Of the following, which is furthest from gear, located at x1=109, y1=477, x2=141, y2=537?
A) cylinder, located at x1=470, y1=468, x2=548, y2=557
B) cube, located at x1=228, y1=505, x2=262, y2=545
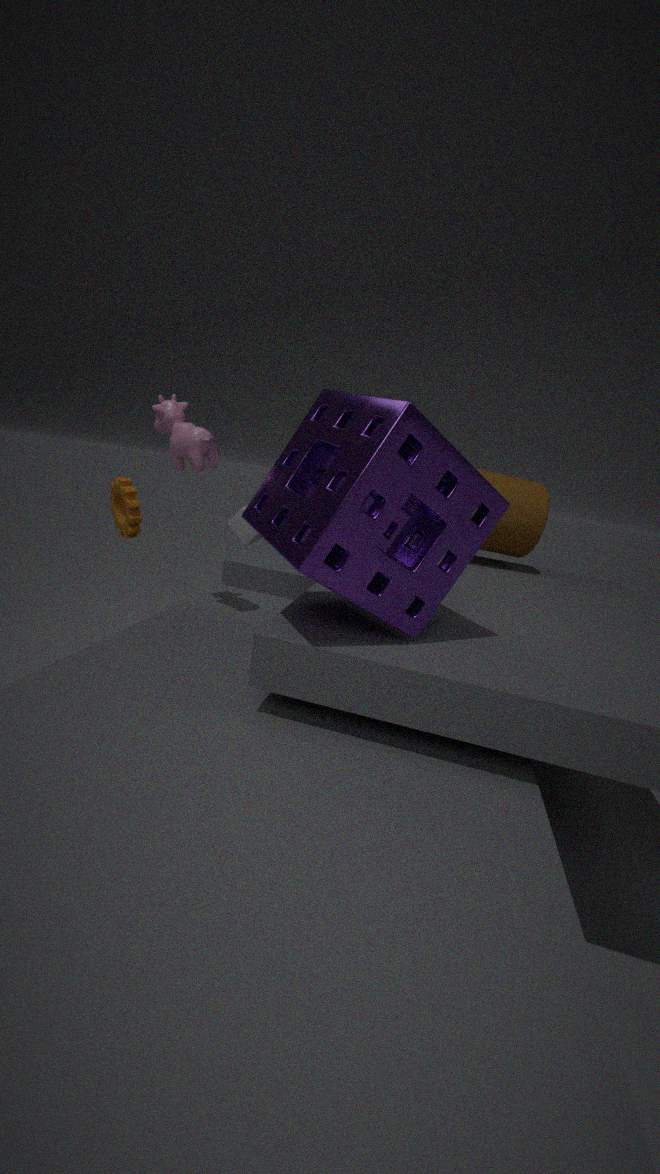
cylinder, located at x1=470, y1=468, x2=548, y2=557
